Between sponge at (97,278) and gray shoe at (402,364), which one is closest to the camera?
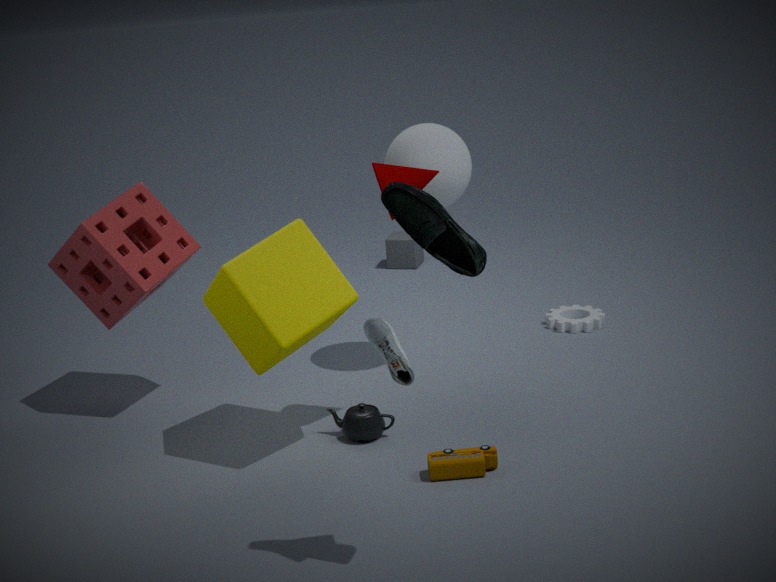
gray shoe at (402,364)
